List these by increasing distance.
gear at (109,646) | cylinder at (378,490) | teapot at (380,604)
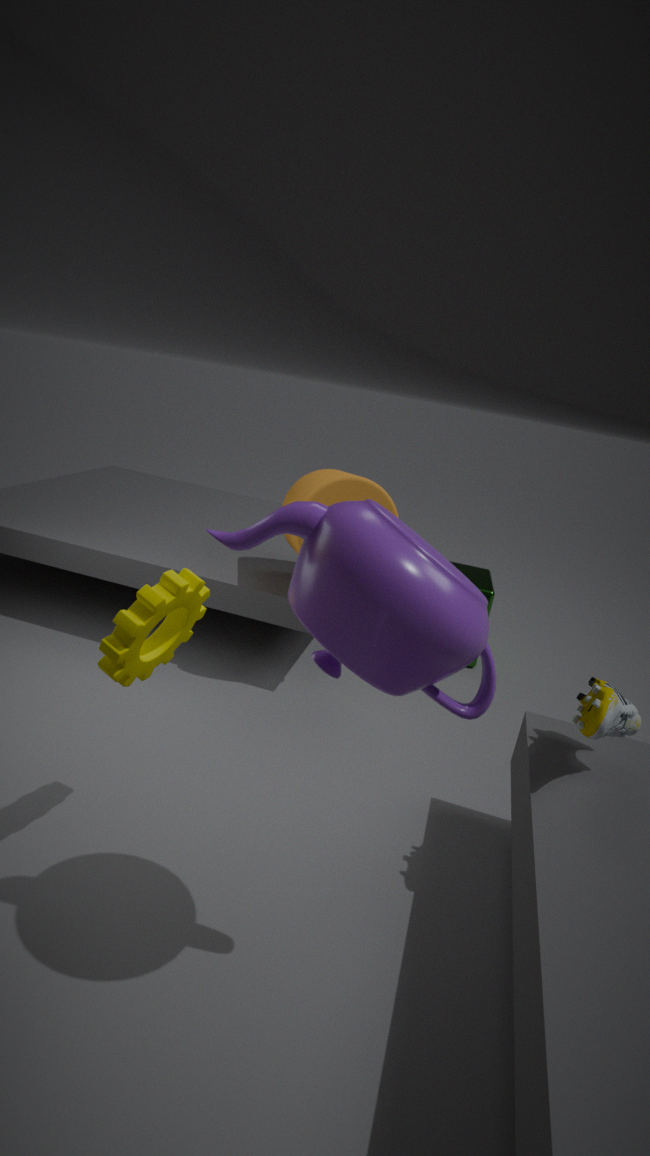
teapot at (380,604)
gear at (109,646)
cylinder at (378,490)
